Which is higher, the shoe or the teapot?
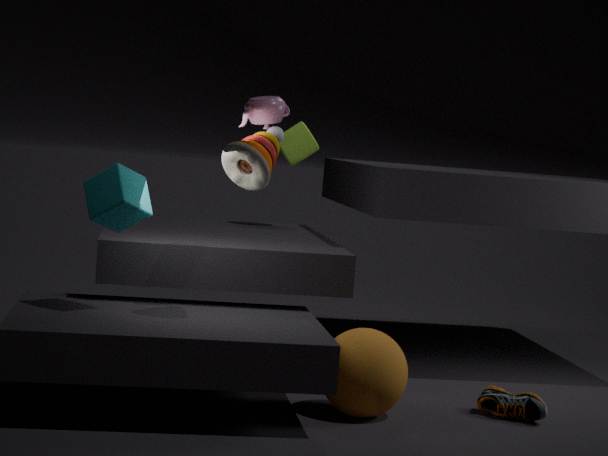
the teapot
